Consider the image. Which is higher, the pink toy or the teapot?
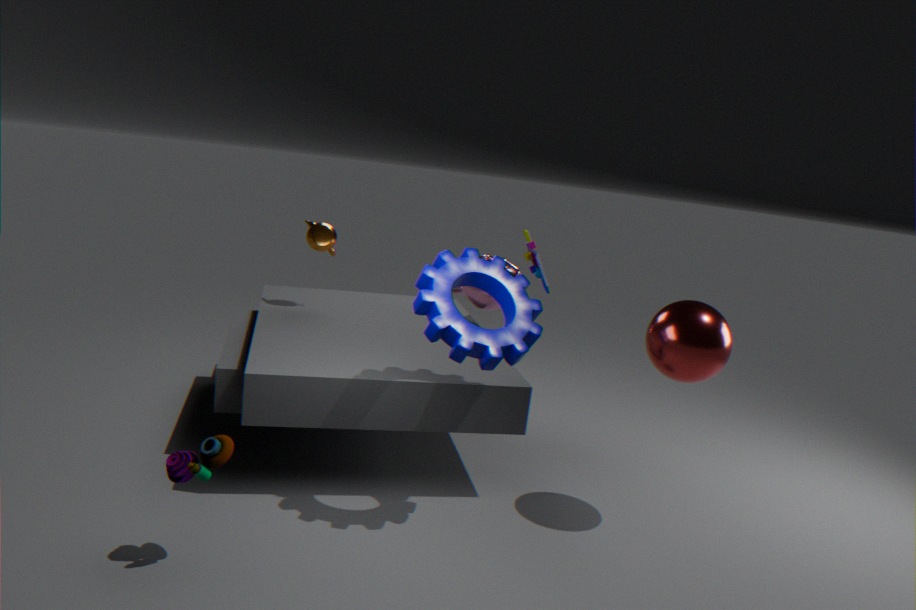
the teapot
